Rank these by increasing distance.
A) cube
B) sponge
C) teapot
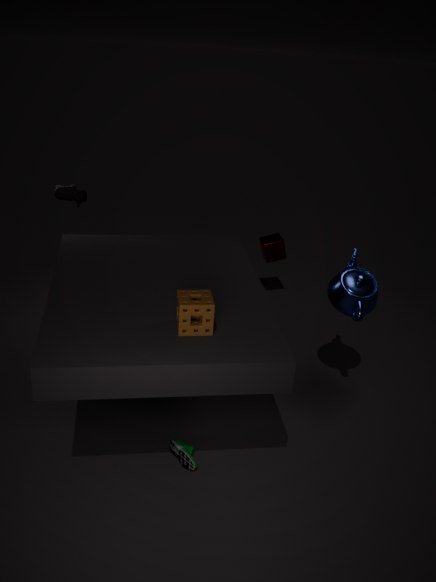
sponge, teapot, cube
